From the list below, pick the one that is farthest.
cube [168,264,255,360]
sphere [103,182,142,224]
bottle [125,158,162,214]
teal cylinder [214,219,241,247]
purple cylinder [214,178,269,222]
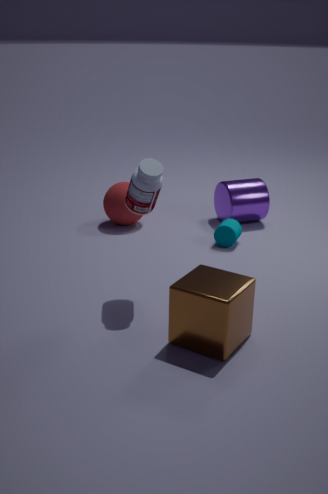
purple cylinder [214,178,269,222]
